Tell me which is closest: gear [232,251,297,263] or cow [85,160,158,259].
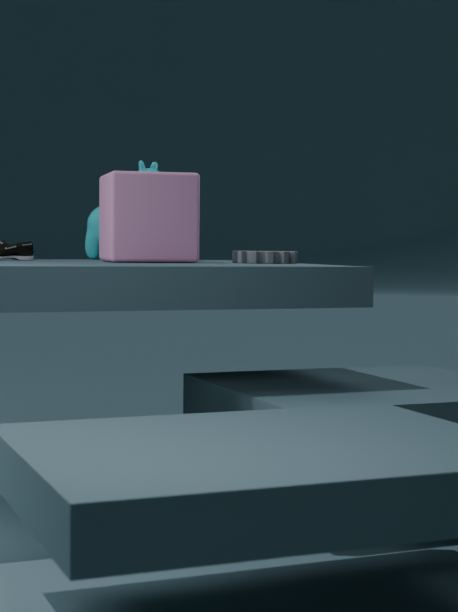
gear [232,251,297,263]
